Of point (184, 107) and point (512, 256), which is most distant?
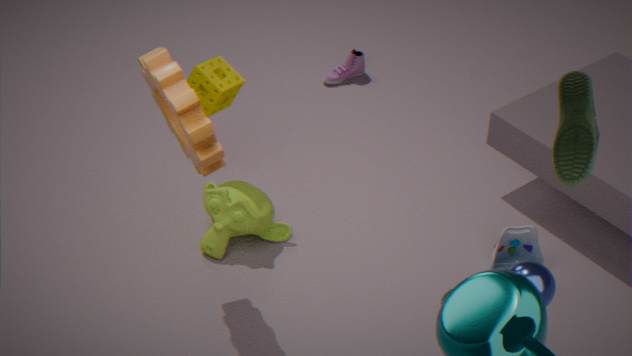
point (512, 256)
